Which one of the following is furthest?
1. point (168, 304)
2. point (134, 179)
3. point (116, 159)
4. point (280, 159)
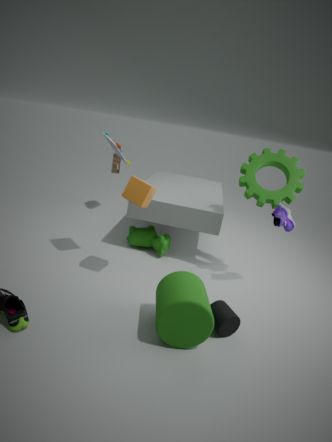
point (116, 159)
